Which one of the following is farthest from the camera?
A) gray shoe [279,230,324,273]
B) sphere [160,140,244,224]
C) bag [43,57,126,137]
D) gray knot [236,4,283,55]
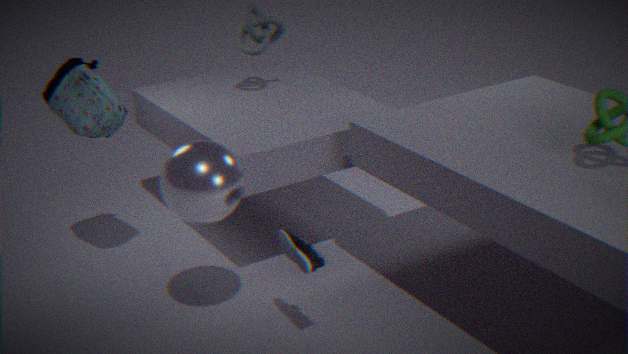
gray knot [236,4,283,55]
